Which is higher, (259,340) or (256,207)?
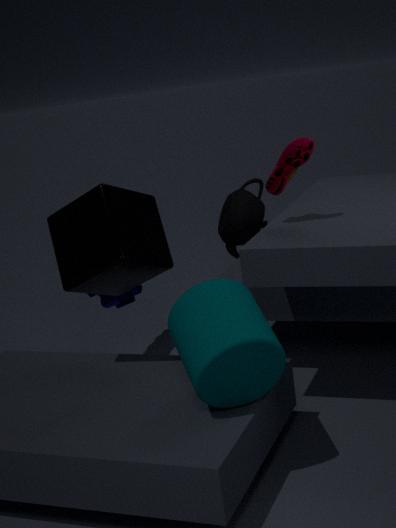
(256,207)
